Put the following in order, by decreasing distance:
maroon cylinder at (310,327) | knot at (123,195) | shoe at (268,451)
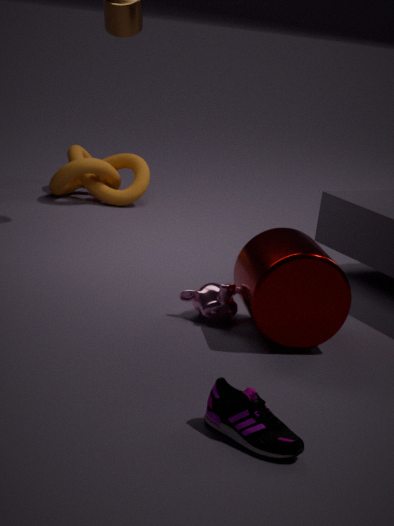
1. knot at (123,195)
2. maroon cylinder at (310,327)
3. shoe at (268,451)
